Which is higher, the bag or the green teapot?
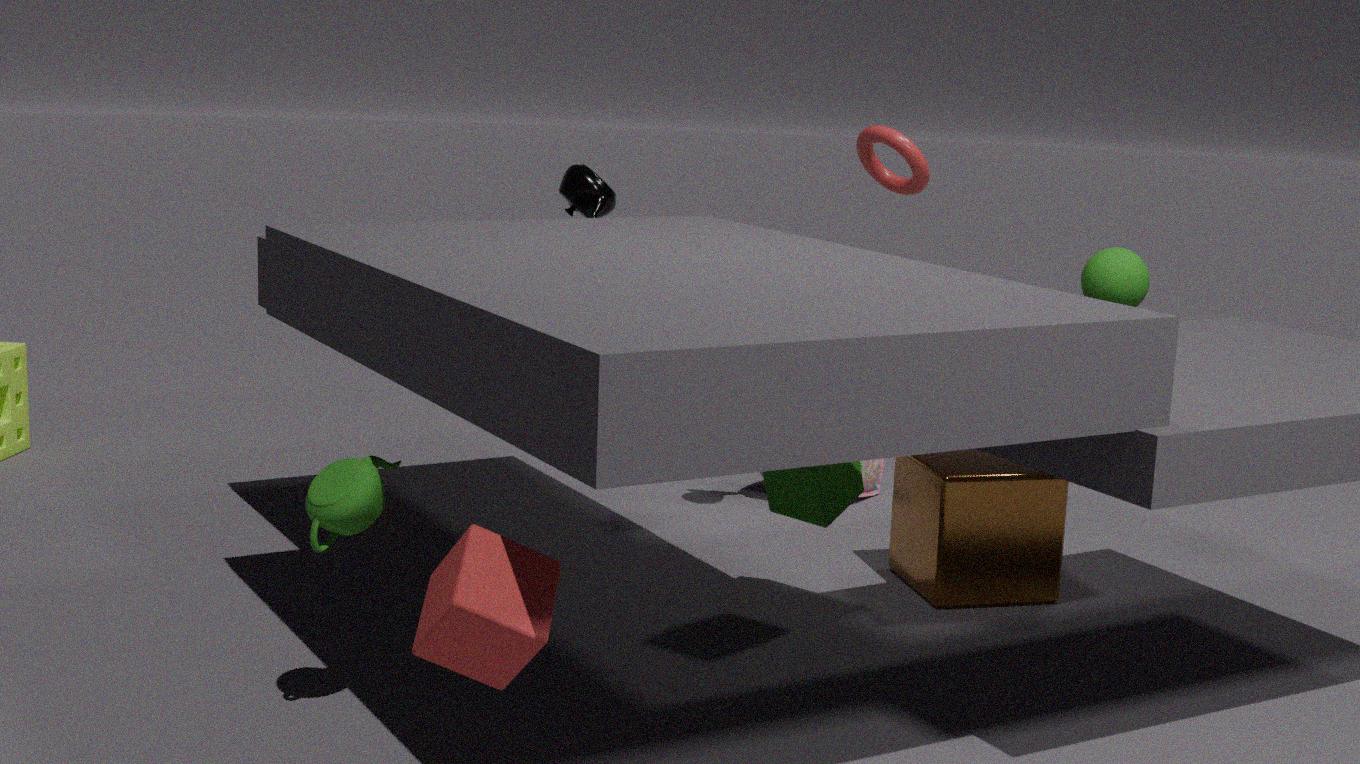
the green teapot
